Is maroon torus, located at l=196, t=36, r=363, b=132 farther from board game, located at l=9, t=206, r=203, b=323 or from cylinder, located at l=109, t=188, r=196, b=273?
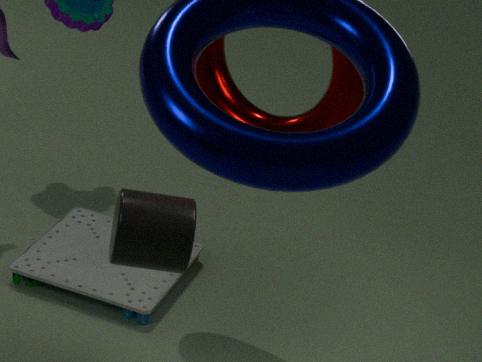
board game, located at l=9, t=206, r=203, b=323
